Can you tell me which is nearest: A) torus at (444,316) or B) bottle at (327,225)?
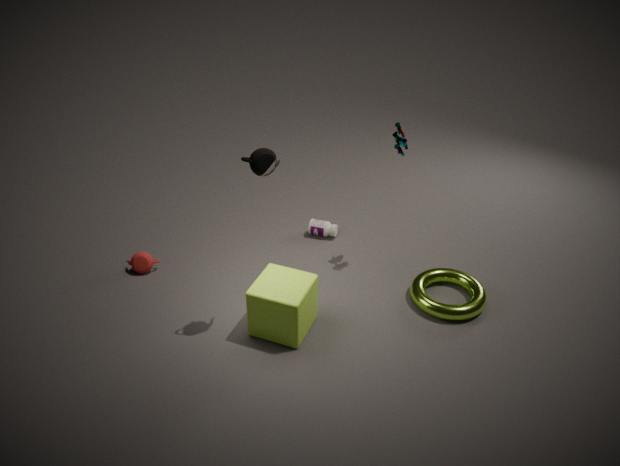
A. torus at (444,316)
